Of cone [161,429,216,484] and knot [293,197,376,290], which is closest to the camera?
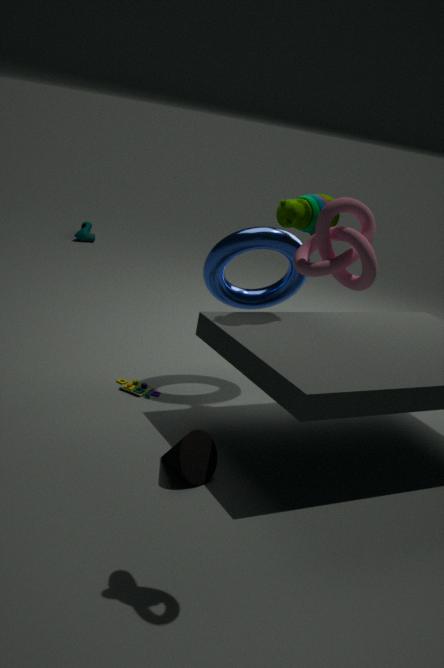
knot [293,197,376,290]
